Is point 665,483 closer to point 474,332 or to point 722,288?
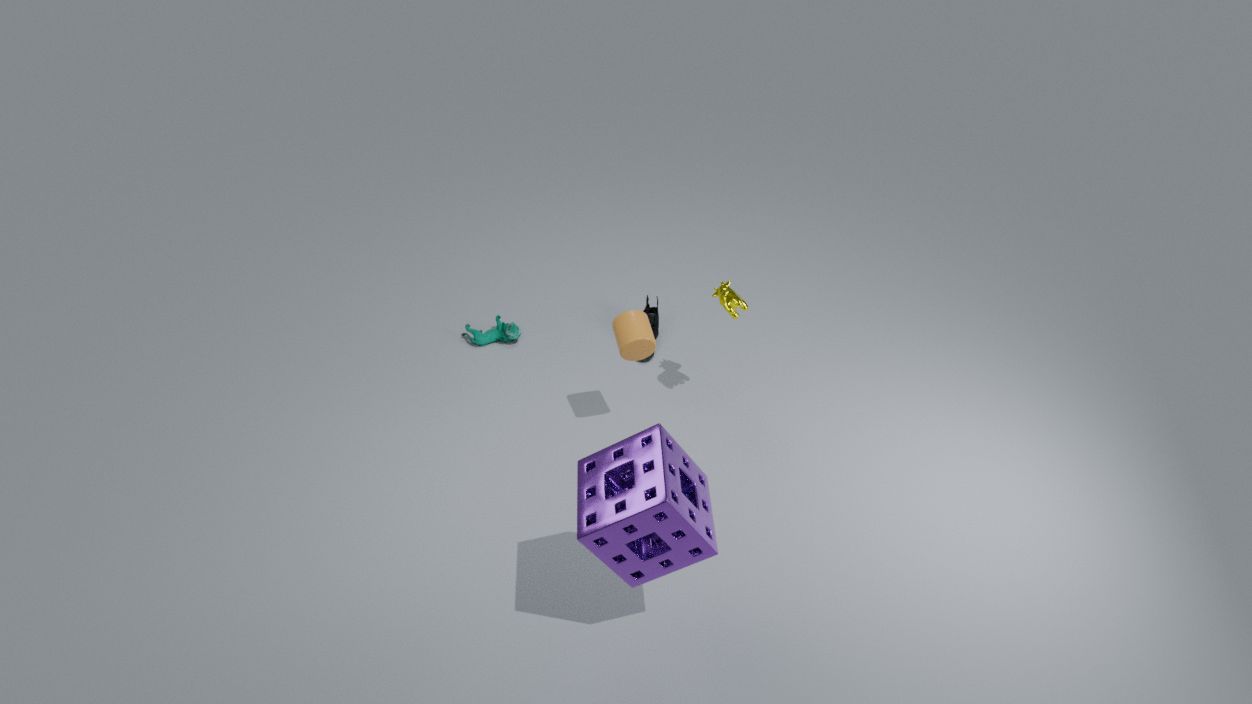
point 722,288
